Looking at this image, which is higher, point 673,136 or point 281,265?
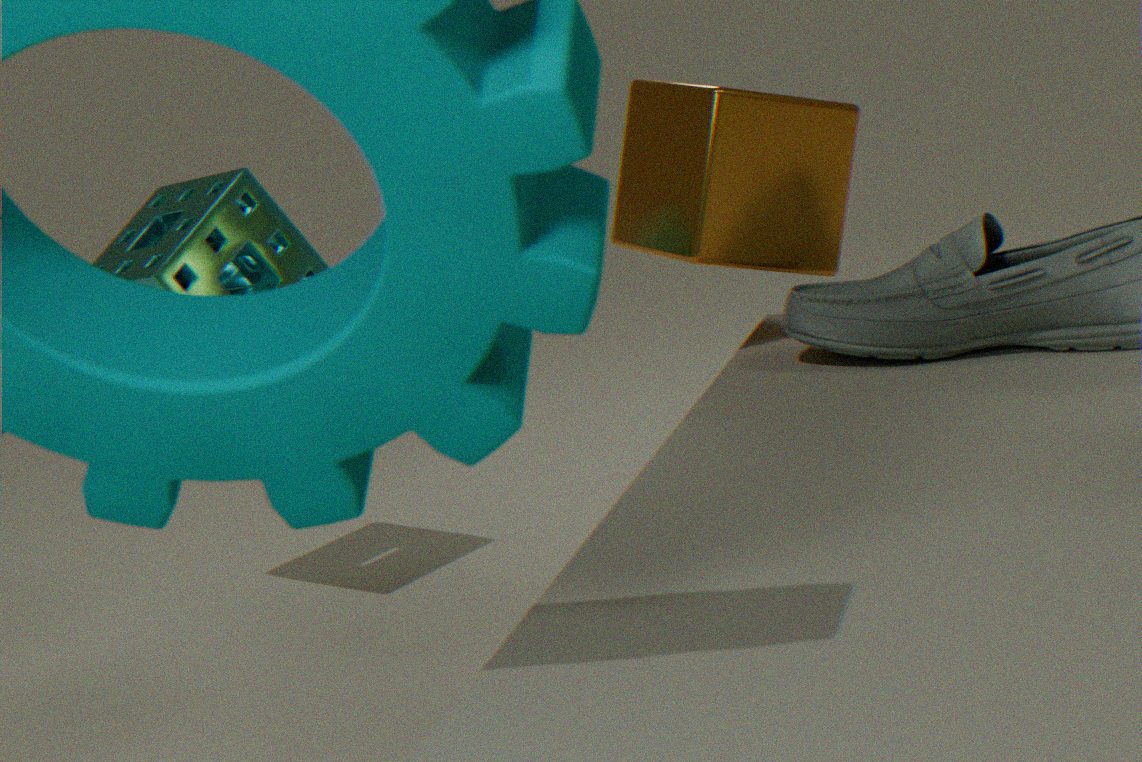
point 673,136
